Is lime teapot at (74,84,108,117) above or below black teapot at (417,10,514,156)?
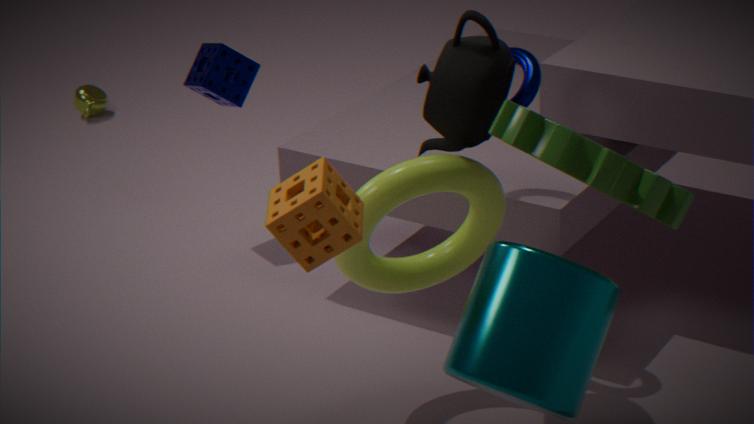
below
